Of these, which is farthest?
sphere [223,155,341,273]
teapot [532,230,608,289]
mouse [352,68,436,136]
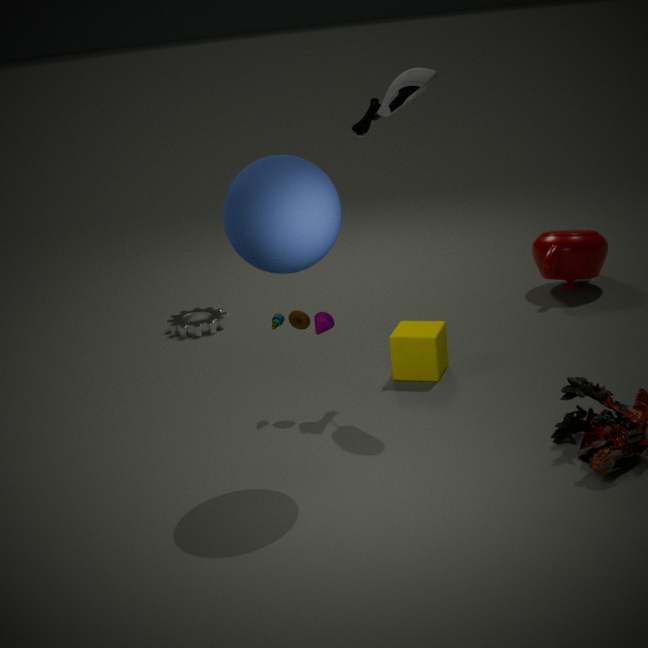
teapot [532,230,608,289]
